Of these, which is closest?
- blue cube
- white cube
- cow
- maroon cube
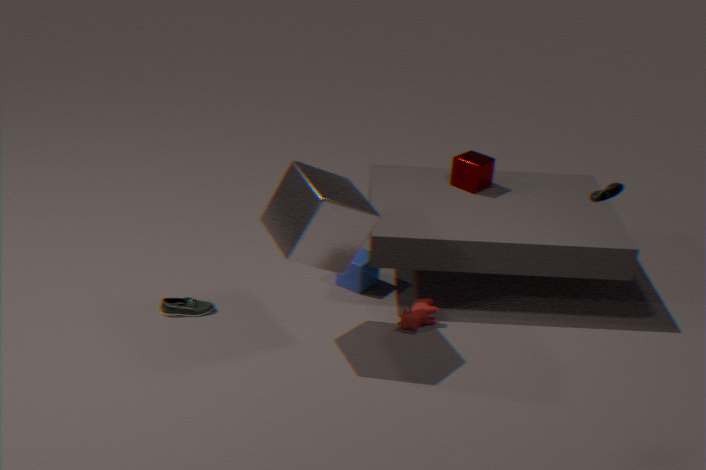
white cube
